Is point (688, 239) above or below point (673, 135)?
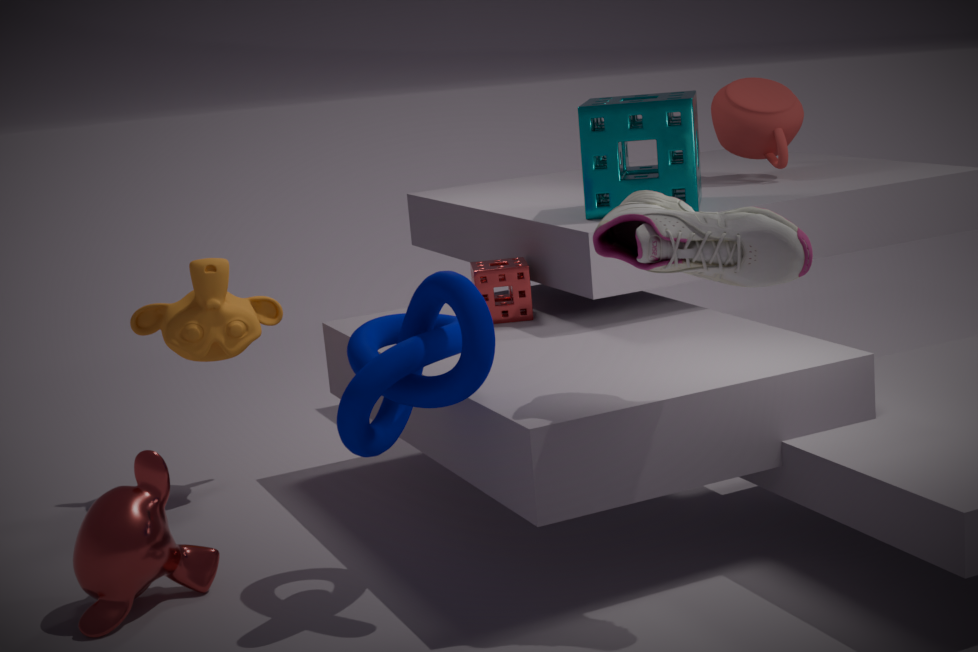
below
